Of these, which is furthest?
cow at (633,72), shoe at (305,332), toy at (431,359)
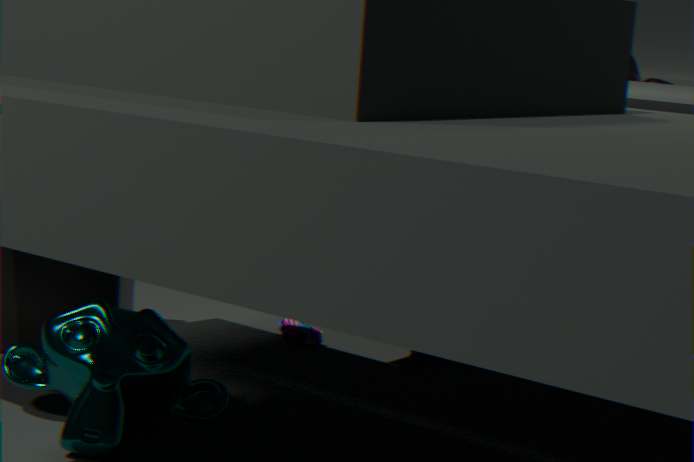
cow at (633,72)
